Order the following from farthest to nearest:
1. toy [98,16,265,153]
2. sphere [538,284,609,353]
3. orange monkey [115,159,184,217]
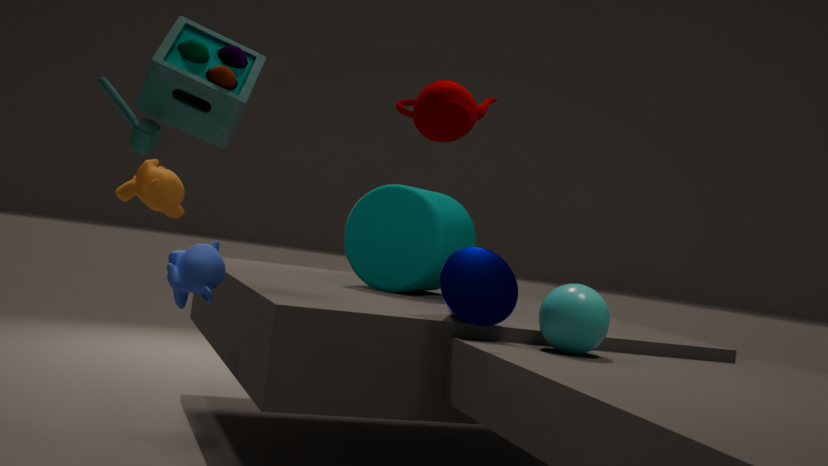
orange monkey [115,159,184,217] → sphere [538,284,609,353] → toy [98,16,265,153]
